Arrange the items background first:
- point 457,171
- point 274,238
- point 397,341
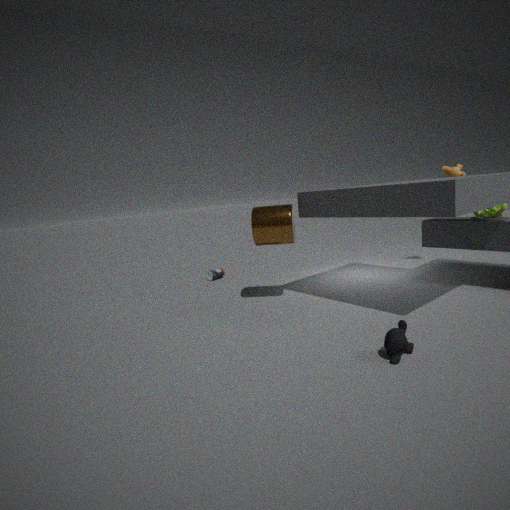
point 457,171 → point 274,238 → point 397,341
